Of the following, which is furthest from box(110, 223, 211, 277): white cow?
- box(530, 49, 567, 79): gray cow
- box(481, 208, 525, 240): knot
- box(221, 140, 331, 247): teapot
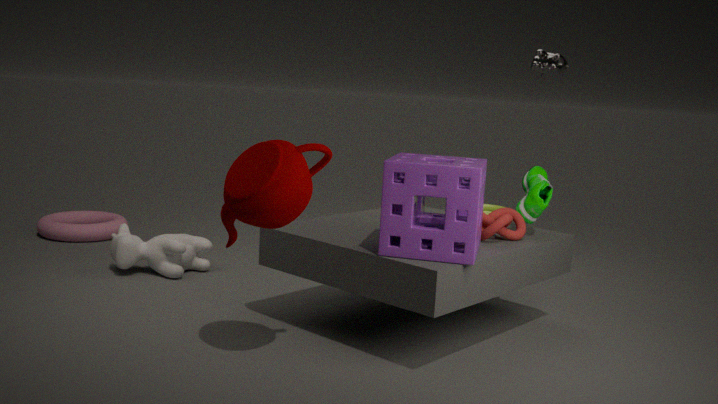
box(530, 49, 567, 79): gray cow
